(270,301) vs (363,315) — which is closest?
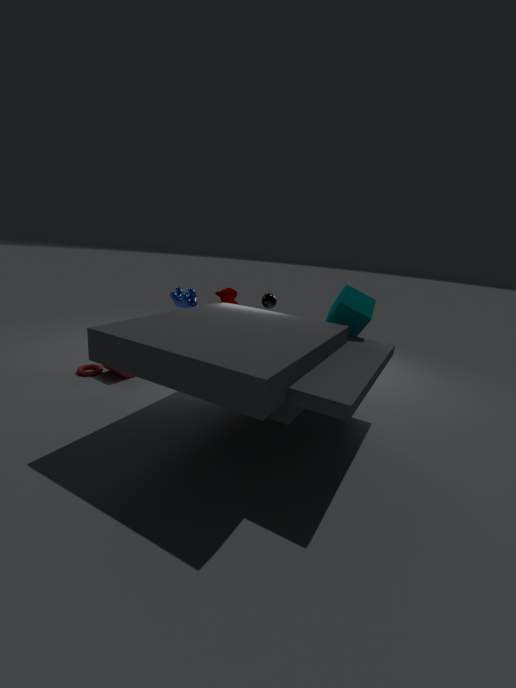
(363,315)
